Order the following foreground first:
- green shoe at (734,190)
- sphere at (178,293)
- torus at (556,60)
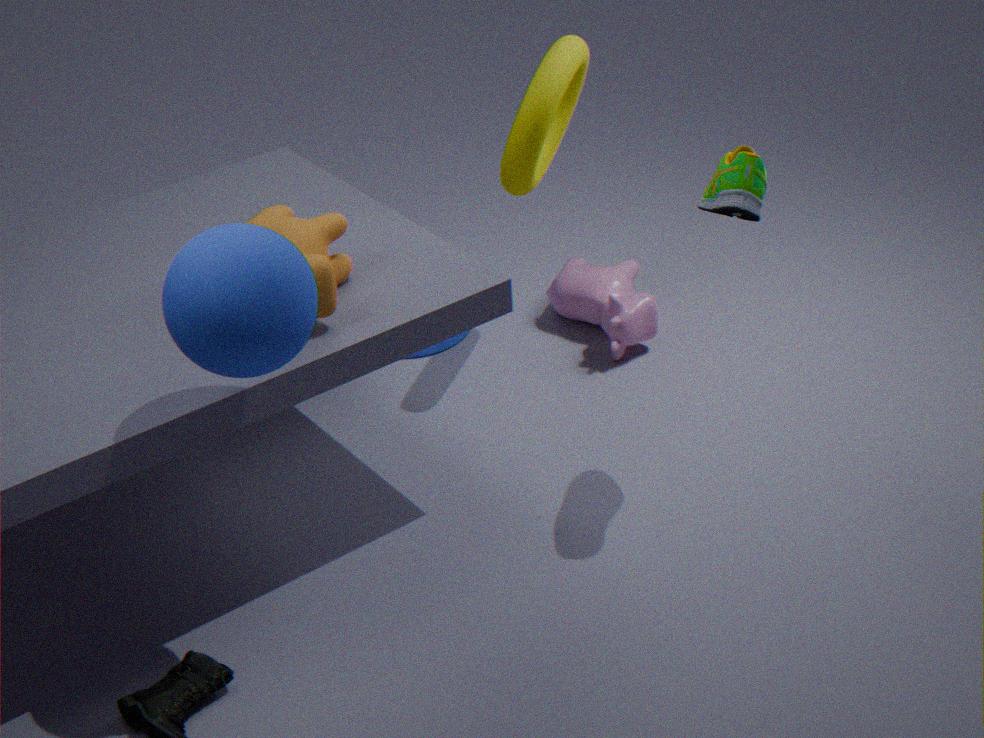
sphere at (178,293)
green shoe at (734,190)
torus at (556,60)
